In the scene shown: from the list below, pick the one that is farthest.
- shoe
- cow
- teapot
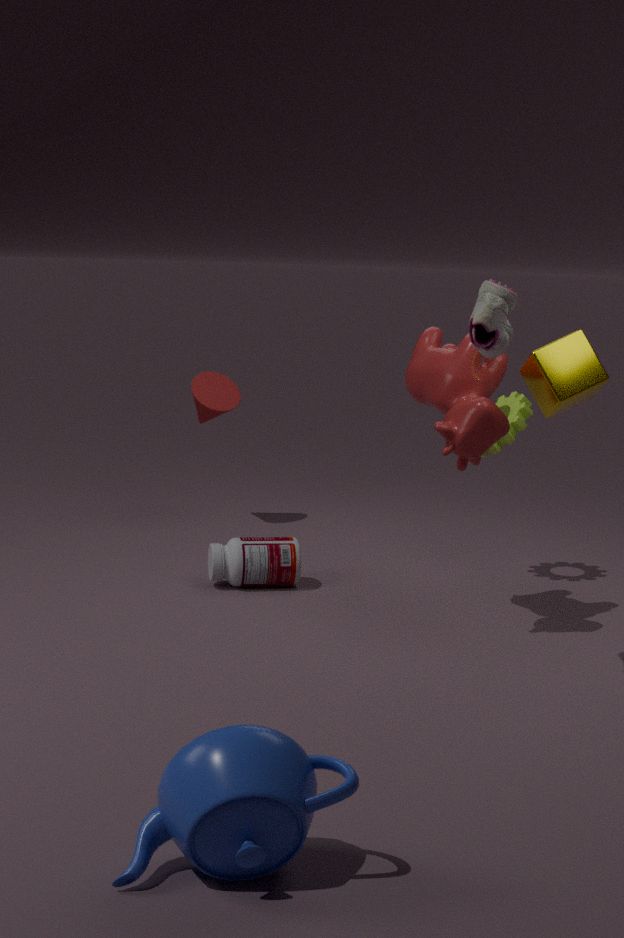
cow
